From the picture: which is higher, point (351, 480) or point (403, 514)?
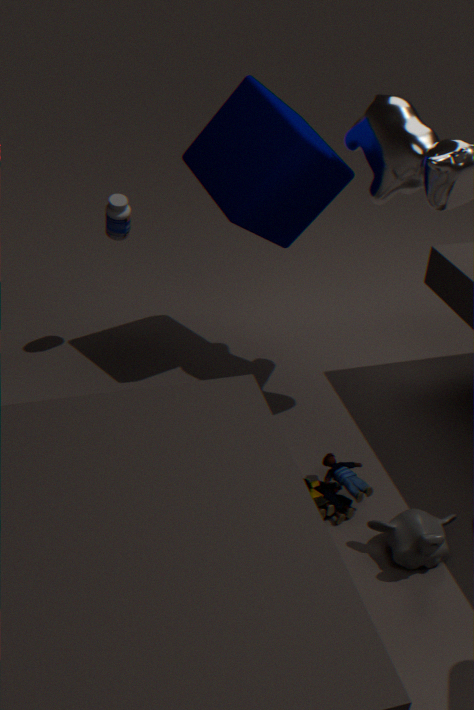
point (403, 514)
